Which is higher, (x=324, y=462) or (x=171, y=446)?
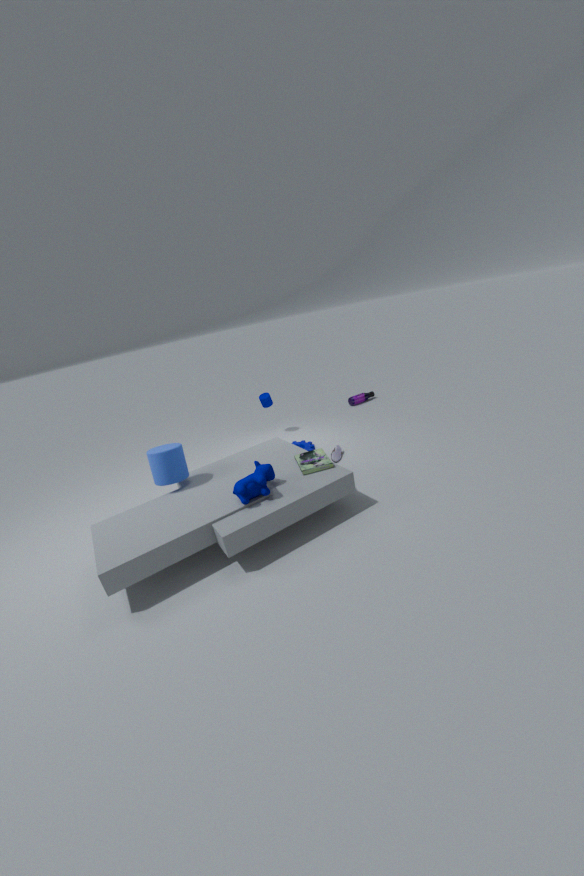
(x=171, y=446)
